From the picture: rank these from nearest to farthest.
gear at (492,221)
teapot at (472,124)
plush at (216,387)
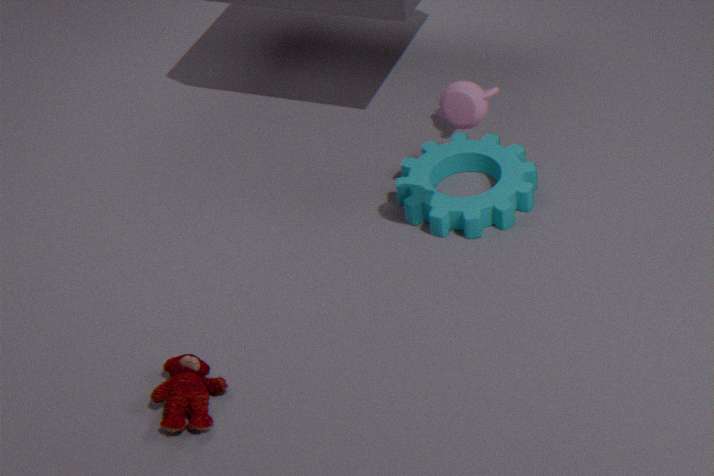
plush at (216,387) → teapot at (472,124) → gear at (492,221)
